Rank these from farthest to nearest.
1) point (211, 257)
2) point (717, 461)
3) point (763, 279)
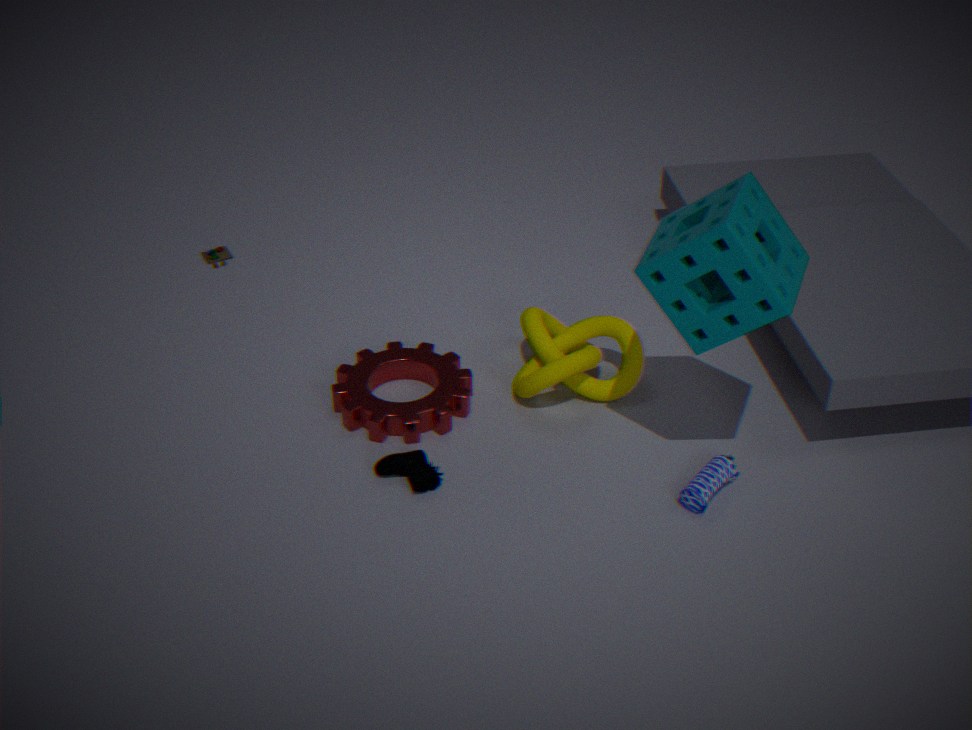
1. point (211, 257), 2. point (717, 461), 3. point (763, 279)
